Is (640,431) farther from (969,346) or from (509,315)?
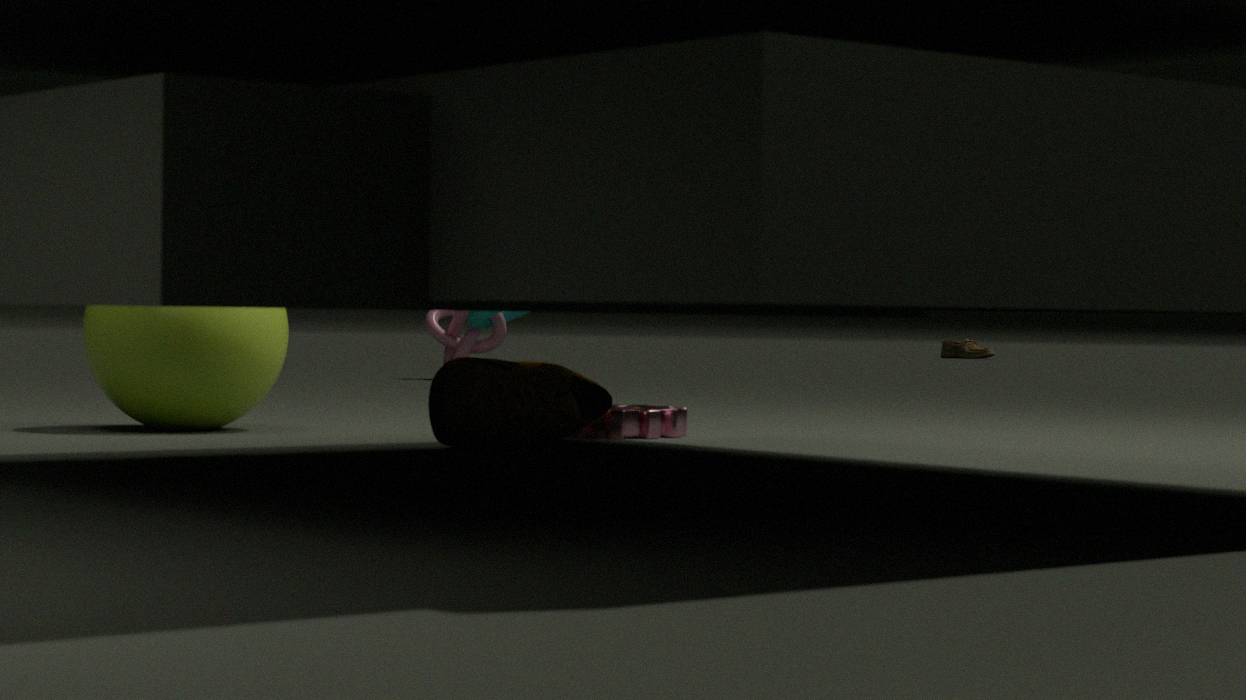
(969,346)
